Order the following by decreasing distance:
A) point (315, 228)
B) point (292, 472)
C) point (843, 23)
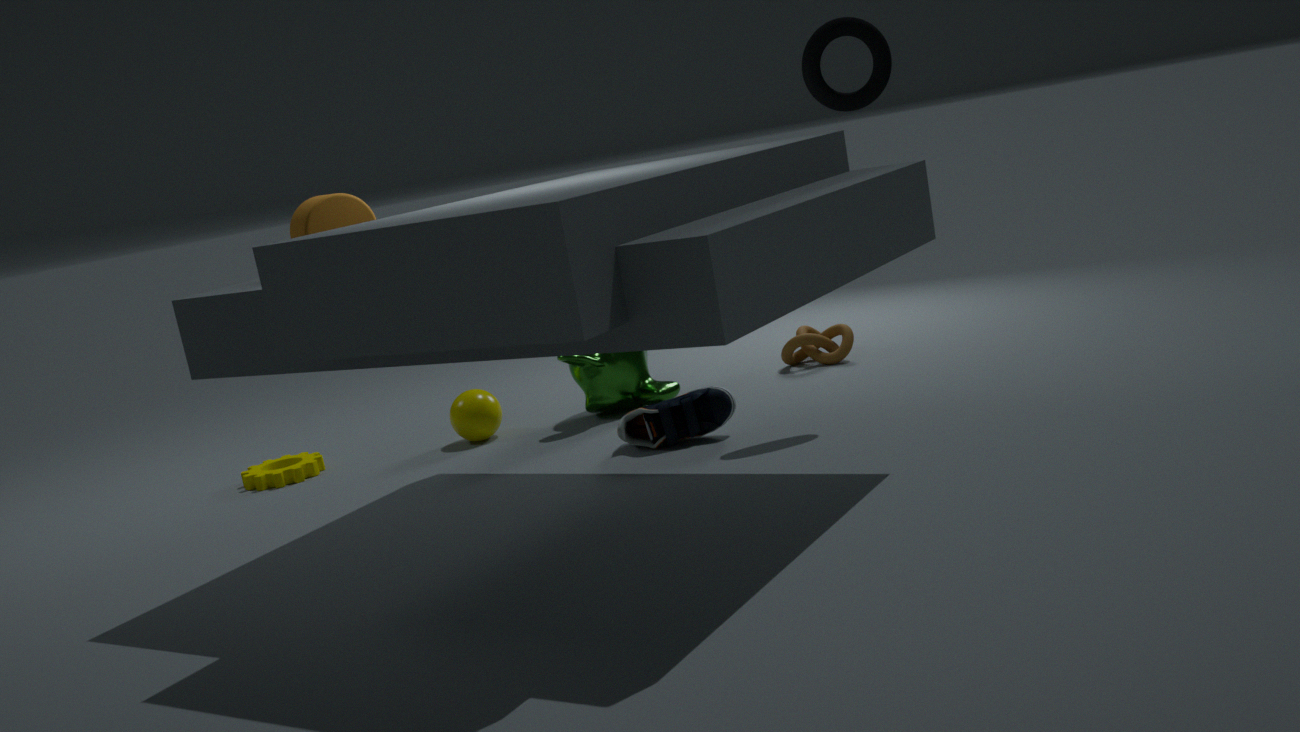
point (292, 472), point (843, 23), point (315, 228)
